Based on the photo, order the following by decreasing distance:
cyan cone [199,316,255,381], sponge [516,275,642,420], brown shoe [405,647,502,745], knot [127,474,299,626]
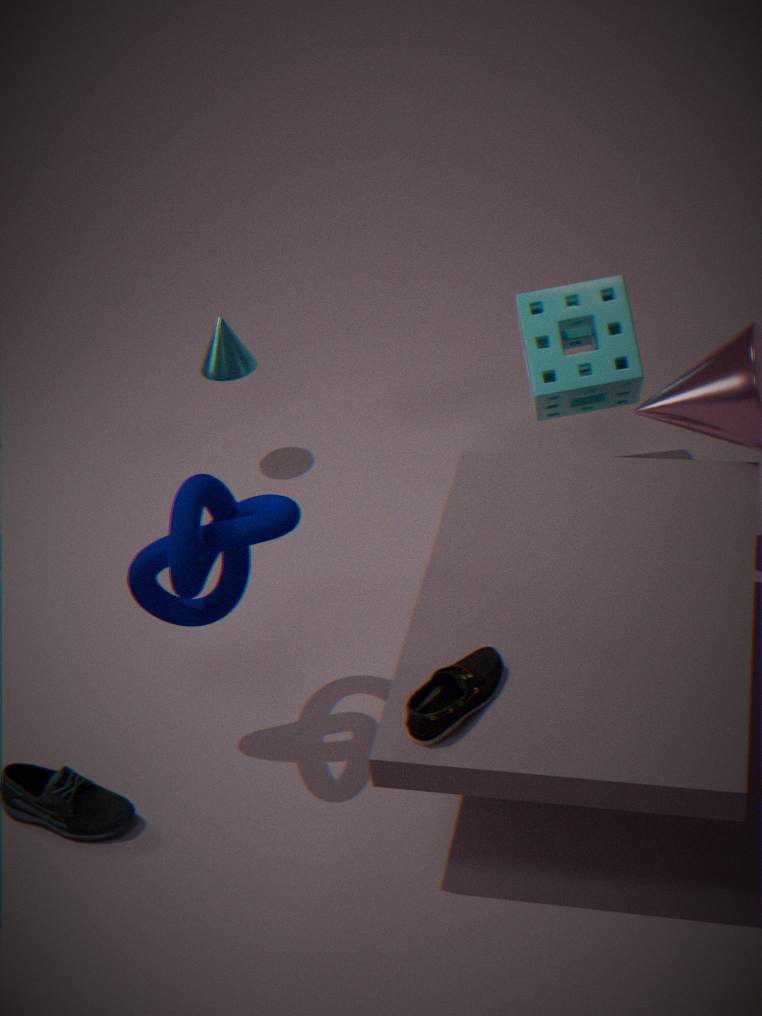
cyan cone [199,316,255,381] < sponge [516,275,642,420] < knot [127,474,299,626] < brown shoe [405,647,502,745]
